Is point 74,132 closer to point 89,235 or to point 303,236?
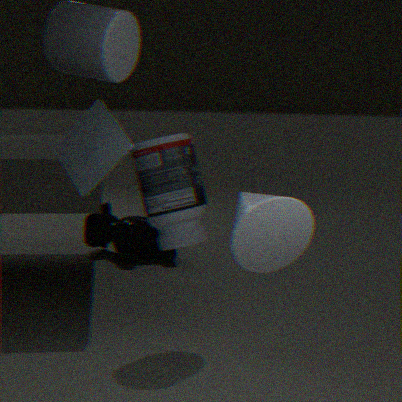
point 303,236
